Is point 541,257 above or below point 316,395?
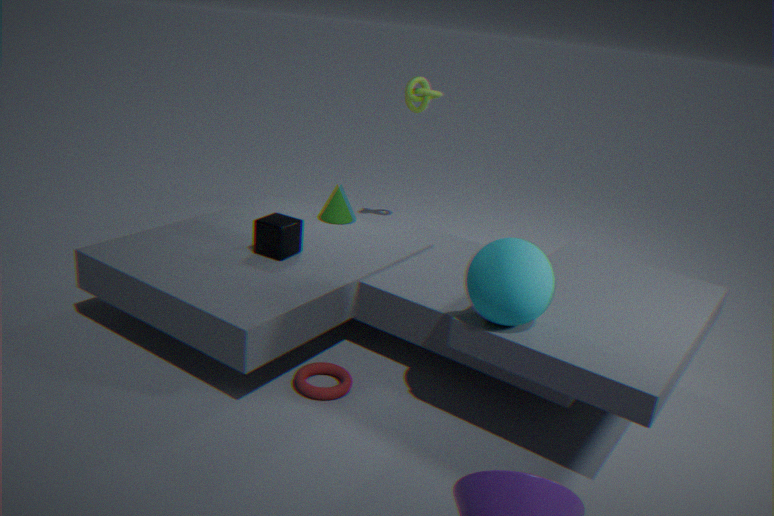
above
